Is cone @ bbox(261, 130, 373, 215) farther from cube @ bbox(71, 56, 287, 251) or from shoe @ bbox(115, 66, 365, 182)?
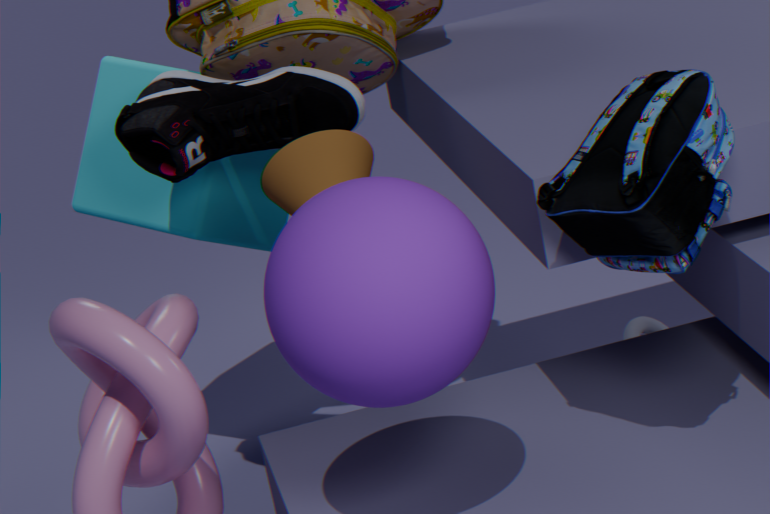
cube @ bbox(71, 56, 287, 251)
